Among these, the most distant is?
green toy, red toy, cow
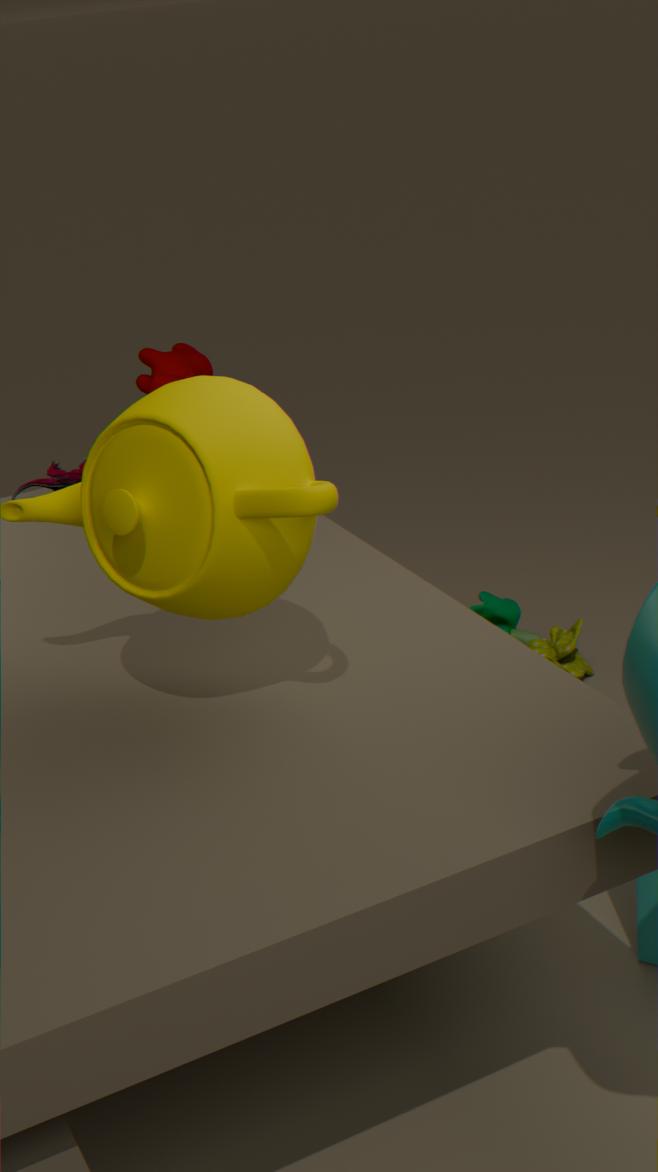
green toy
